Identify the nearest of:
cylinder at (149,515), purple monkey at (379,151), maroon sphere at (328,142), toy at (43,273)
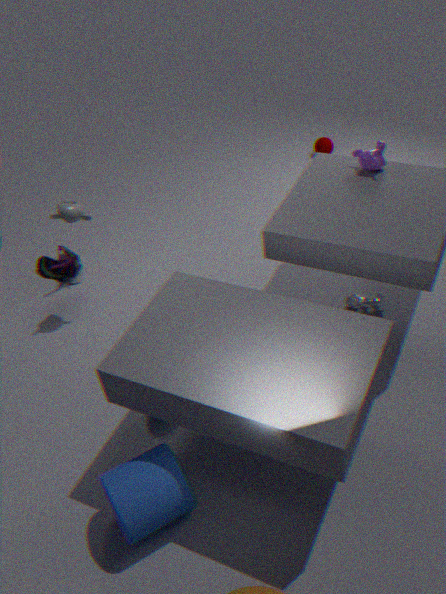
cylinder at (149,515)
